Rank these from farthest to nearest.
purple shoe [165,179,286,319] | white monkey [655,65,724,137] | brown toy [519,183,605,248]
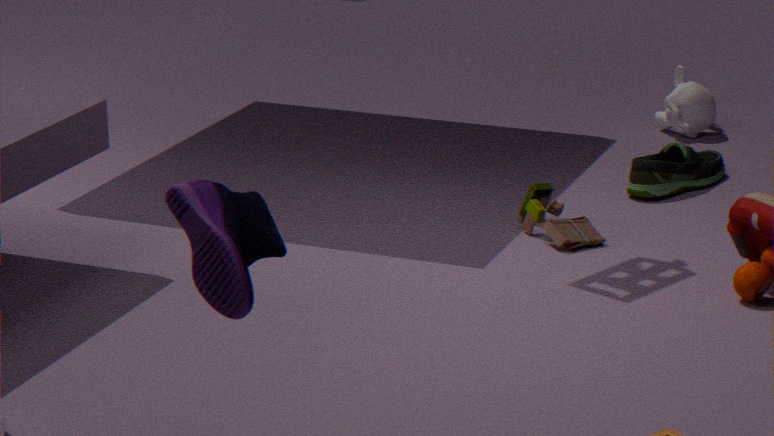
white monkey [655,65,724,137] → brown toy [519,183,605,248] → purple shoe [165,179,286,319]
